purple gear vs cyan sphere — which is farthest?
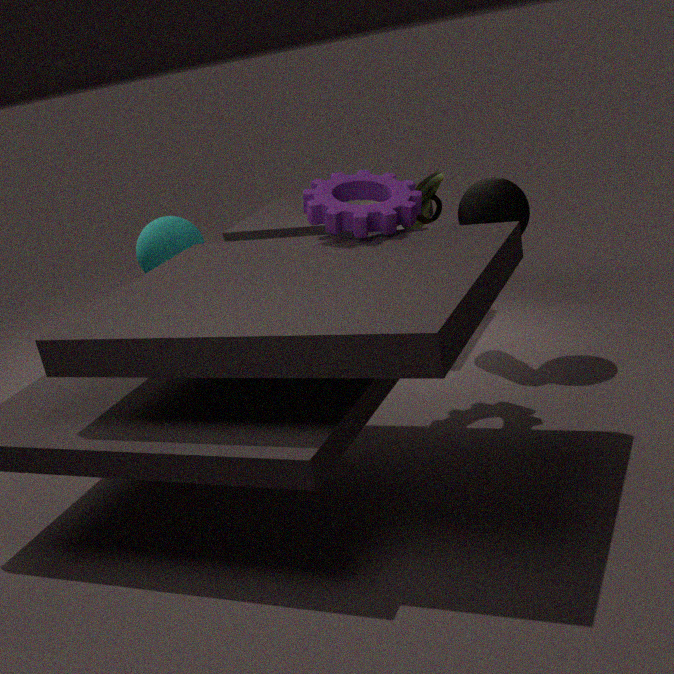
cyan sphere
